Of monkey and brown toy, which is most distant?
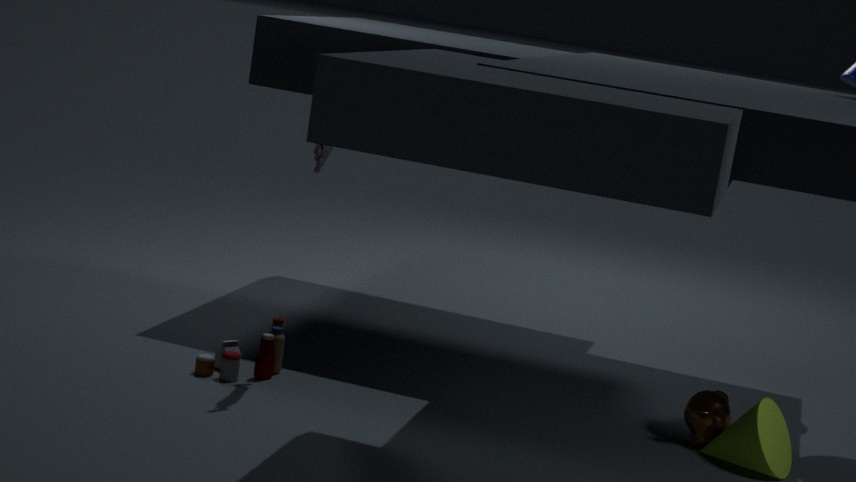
brown toy
